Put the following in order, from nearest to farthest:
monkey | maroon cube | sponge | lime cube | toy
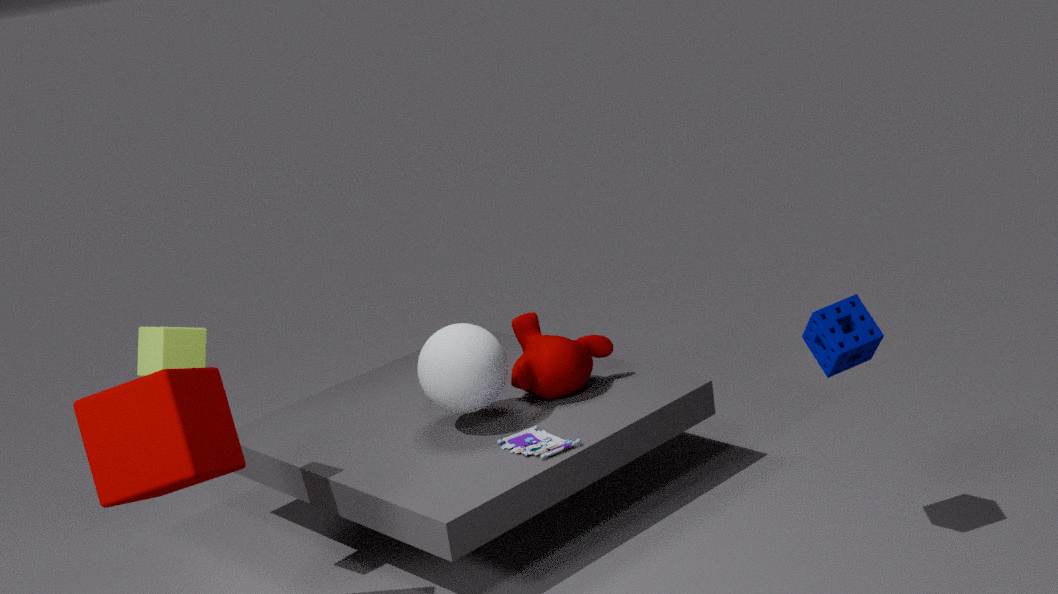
maroon cube < sponge < lime cube < toy < monkey
